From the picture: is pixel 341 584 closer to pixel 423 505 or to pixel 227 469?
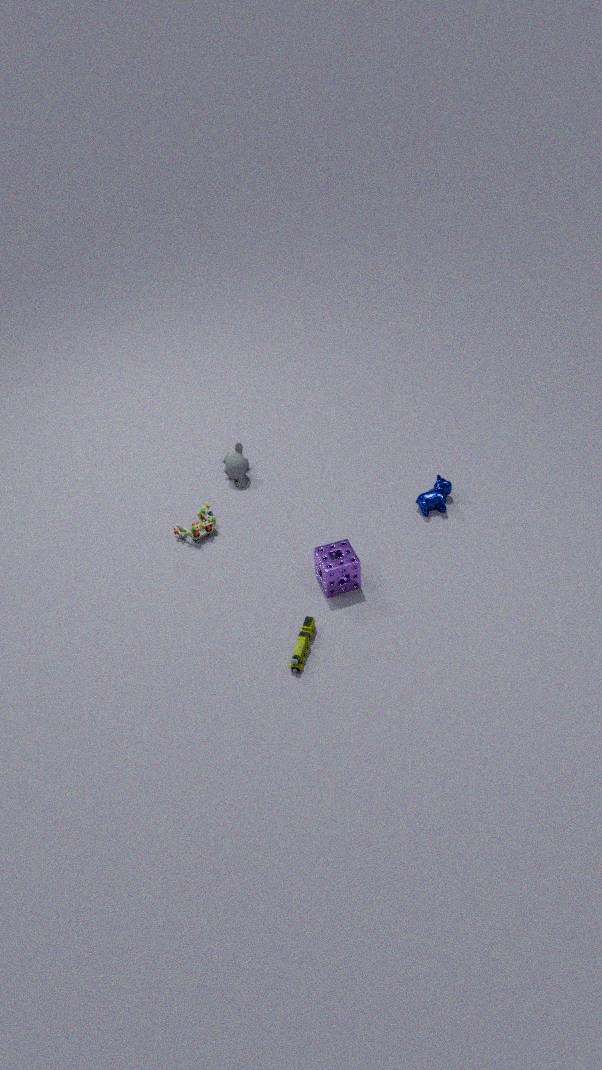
pixel 423 505
